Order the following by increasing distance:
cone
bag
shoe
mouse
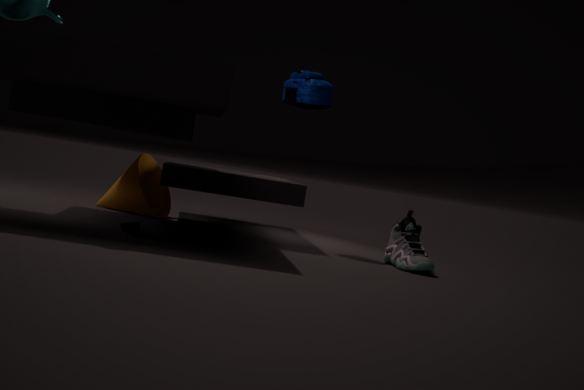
mouse < shoe < bag < cone
